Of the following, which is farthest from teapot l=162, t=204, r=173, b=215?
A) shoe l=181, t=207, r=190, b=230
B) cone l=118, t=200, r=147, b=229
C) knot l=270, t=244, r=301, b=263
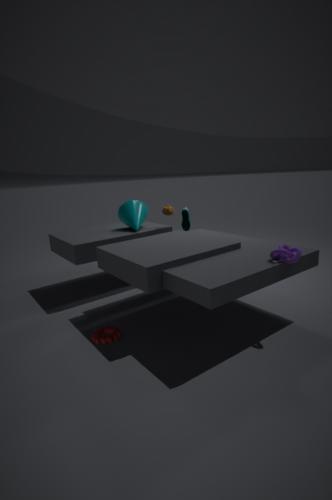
knot l=270, t=244, r=301, b=263
